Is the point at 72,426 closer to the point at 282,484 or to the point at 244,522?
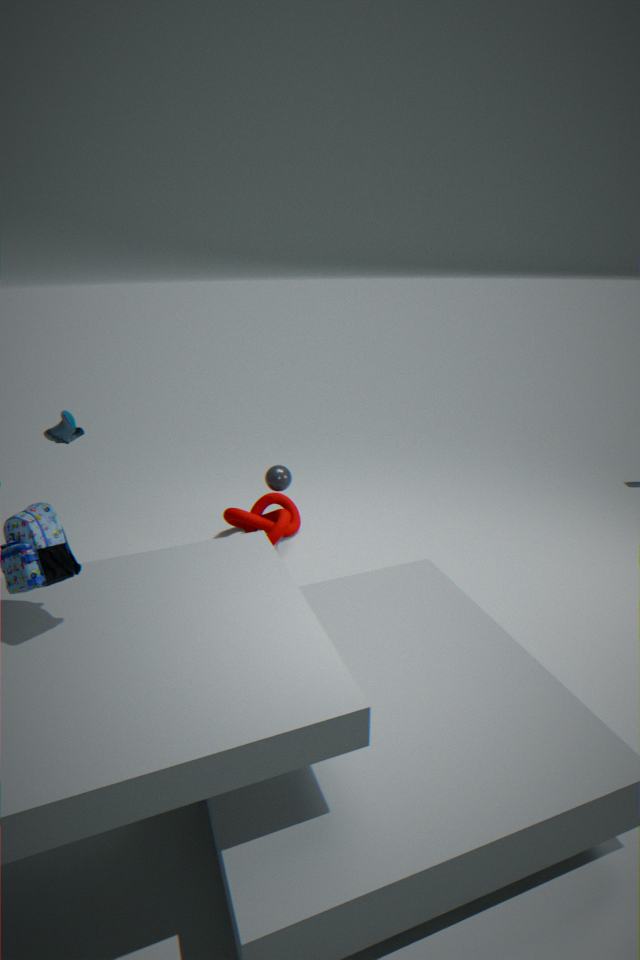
the point at 282,484
